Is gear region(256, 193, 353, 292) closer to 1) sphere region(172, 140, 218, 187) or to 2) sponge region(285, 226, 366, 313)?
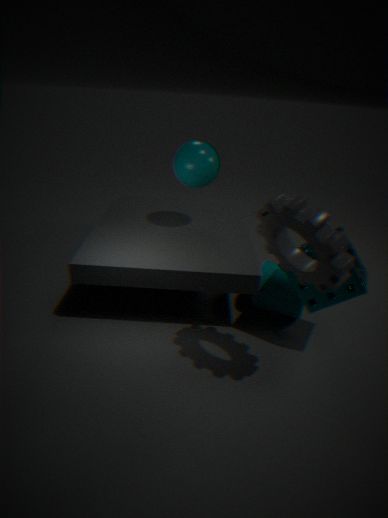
2) sponge region(285, 226, 366, 313)
